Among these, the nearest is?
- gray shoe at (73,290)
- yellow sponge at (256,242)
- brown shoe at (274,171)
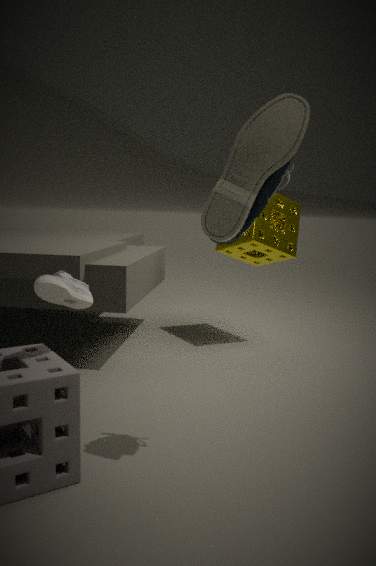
brown shoe at (274,171)
